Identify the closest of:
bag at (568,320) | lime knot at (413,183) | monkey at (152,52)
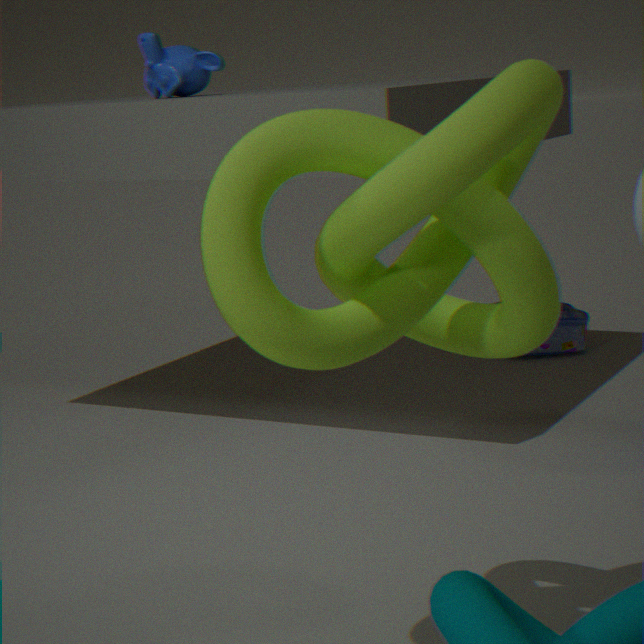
lime knot at (413,183)
